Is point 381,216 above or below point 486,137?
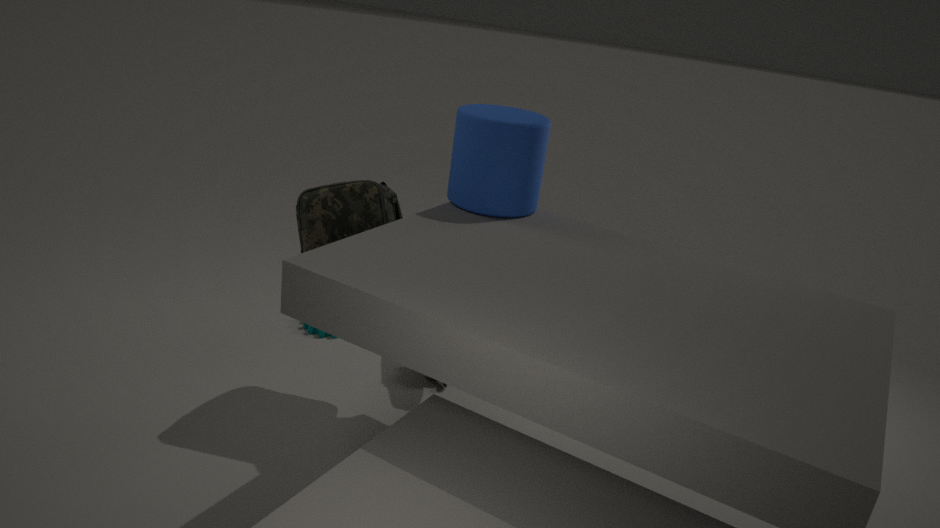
below
